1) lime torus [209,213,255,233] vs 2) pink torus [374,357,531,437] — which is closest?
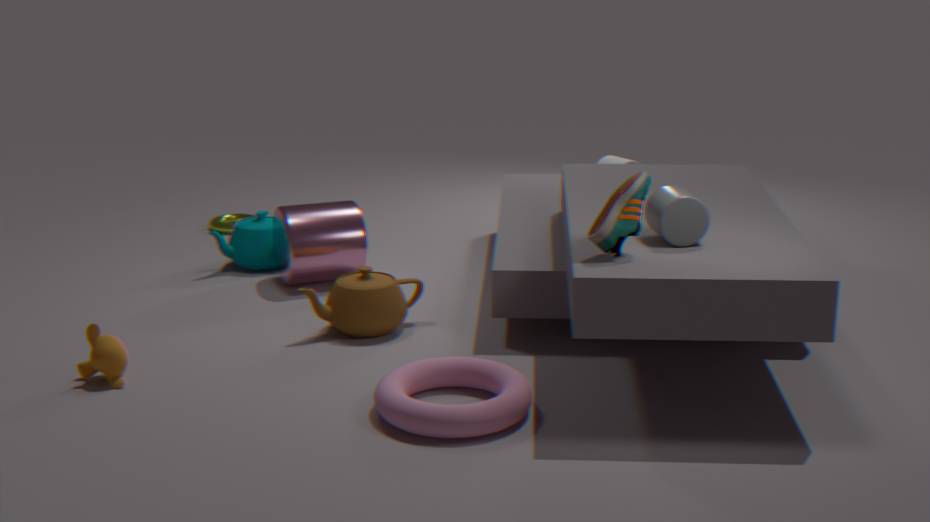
2. pink torus [374,357,531,437]
